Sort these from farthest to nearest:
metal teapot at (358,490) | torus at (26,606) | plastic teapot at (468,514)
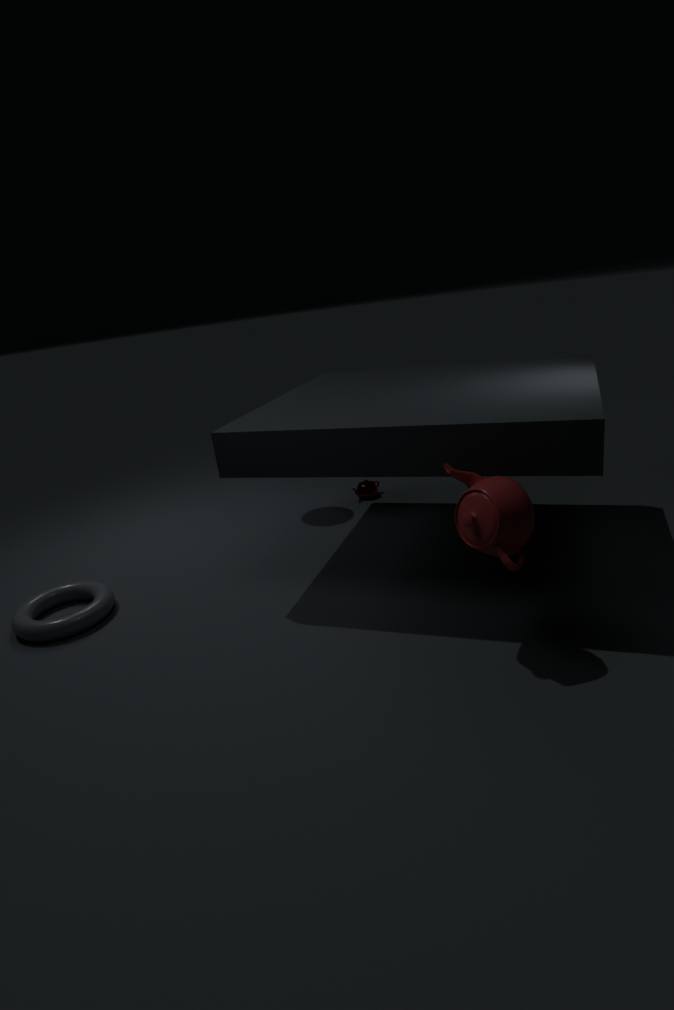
metal teapot at (358,490), torus at (26,606), plastic teapot at (468,514)
